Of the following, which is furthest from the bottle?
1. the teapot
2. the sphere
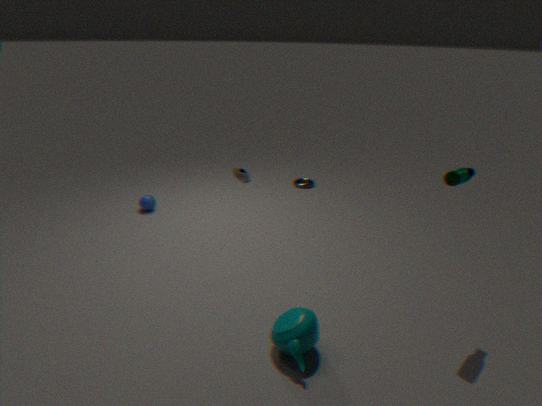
the sphere
